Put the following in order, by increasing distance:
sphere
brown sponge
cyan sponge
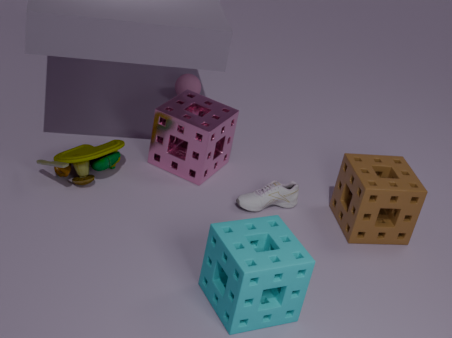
cyan sponge → brown sponge → sphere
